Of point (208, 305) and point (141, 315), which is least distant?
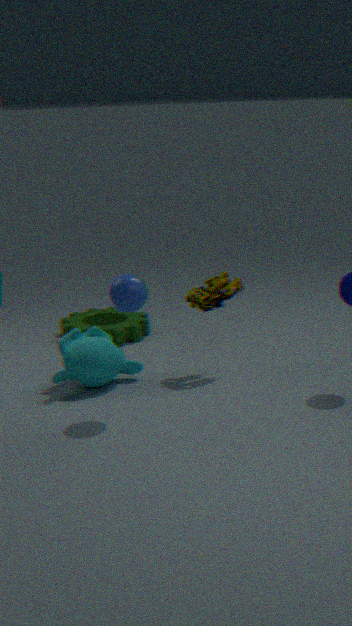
point (208, 305)
